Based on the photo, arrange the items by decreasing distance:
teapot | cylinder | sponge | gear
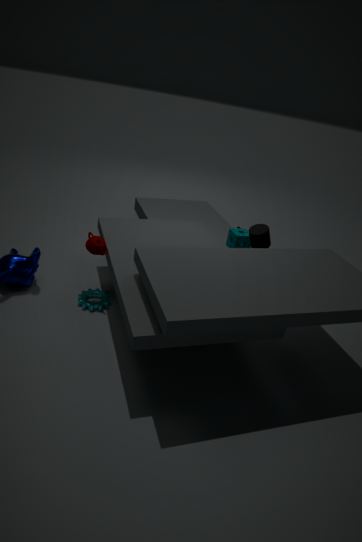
sponge → cylinder → gear → teapot
